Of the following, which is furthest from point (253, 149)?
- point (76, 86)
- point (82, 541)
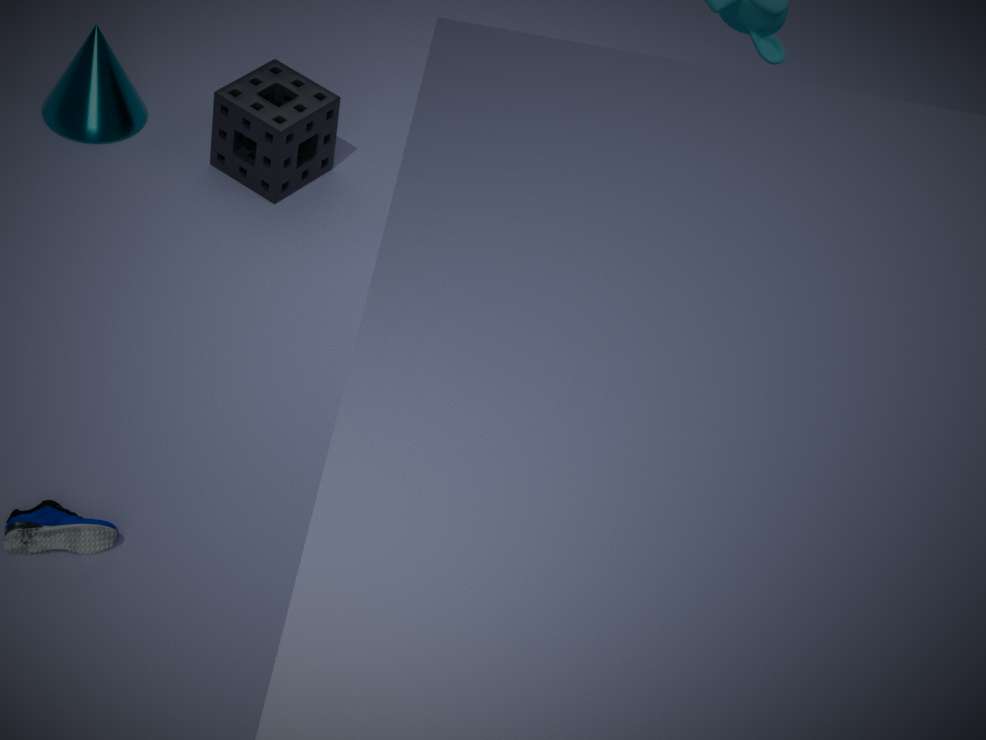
point (82, 541)
